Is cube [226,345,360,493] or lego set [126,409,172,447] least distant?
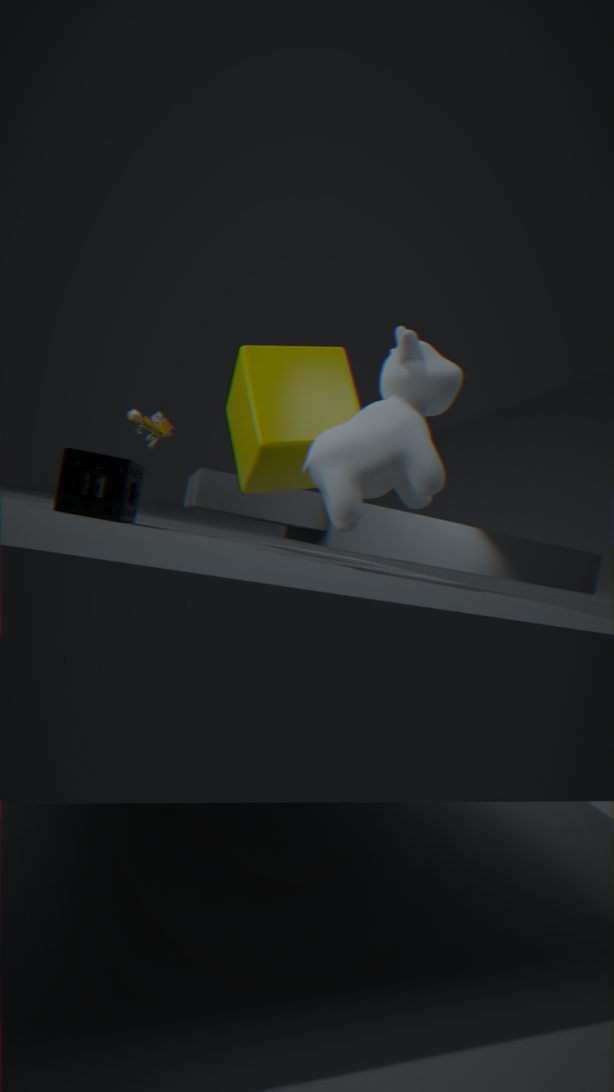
cube [226,345,360,493]
